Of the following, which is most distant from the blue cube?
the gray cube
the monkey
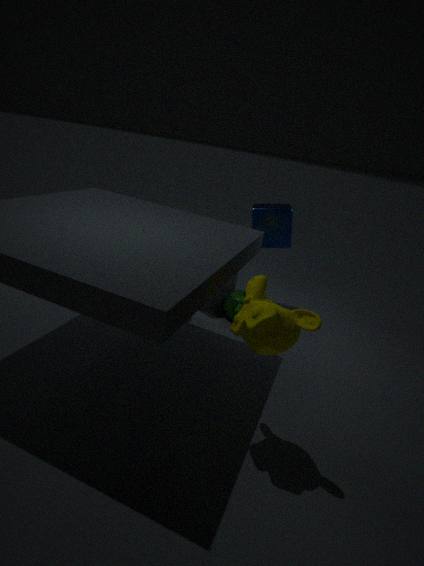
the monkey
